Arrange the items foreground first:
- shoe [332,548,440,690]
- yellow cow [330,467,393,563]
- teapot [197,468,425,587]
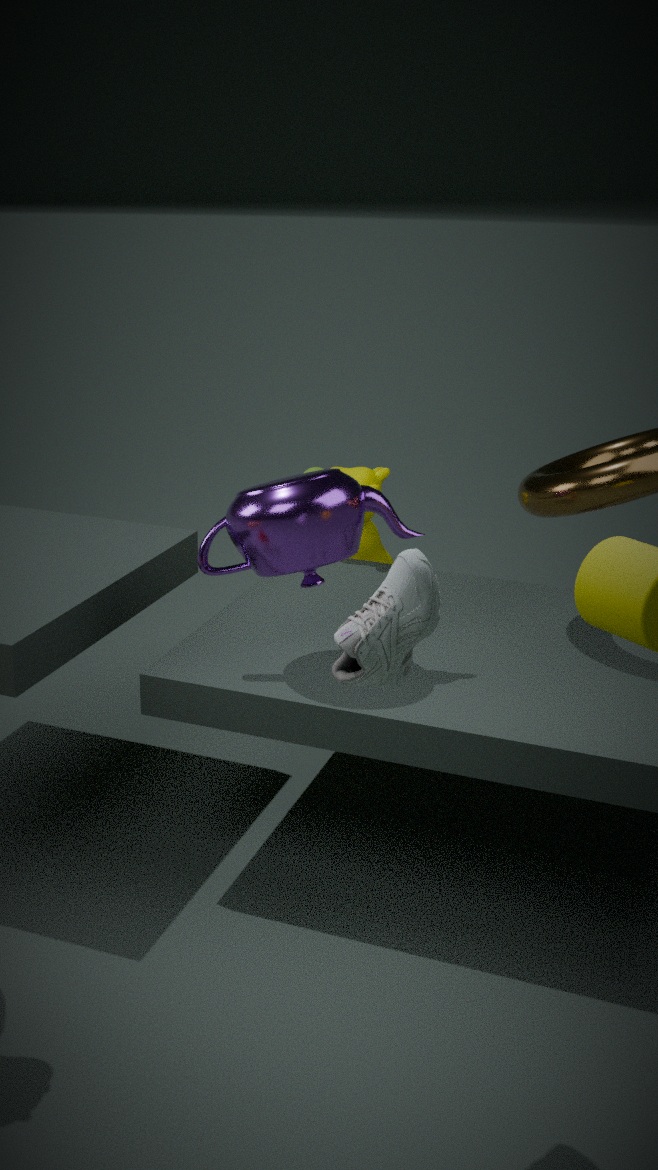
shoe [332,548,440,690], teapot [197,468,425,587], yellow cow [330,467,393,563]
